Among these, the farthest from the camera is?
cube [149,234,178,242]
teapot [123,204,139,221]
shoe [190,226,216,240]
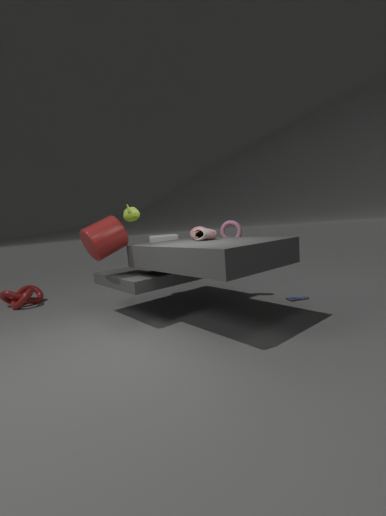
cube [149,234,178,242]
